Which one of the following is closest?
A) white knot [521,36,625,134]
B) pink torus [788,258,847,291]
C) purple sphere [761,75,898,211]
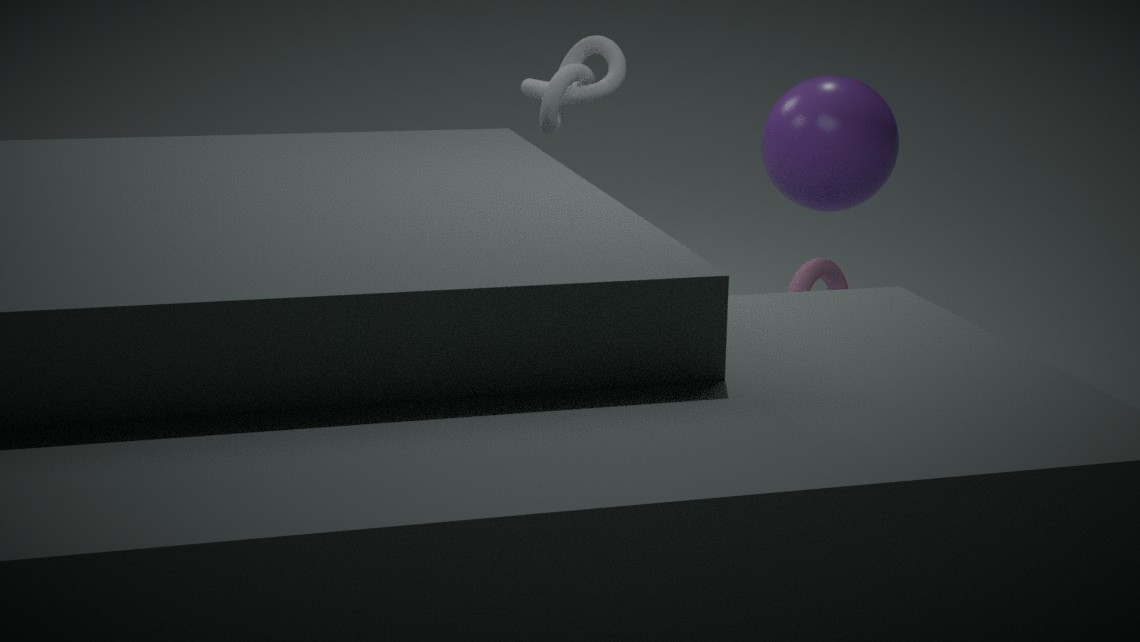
white knot [521,36,625,134]
